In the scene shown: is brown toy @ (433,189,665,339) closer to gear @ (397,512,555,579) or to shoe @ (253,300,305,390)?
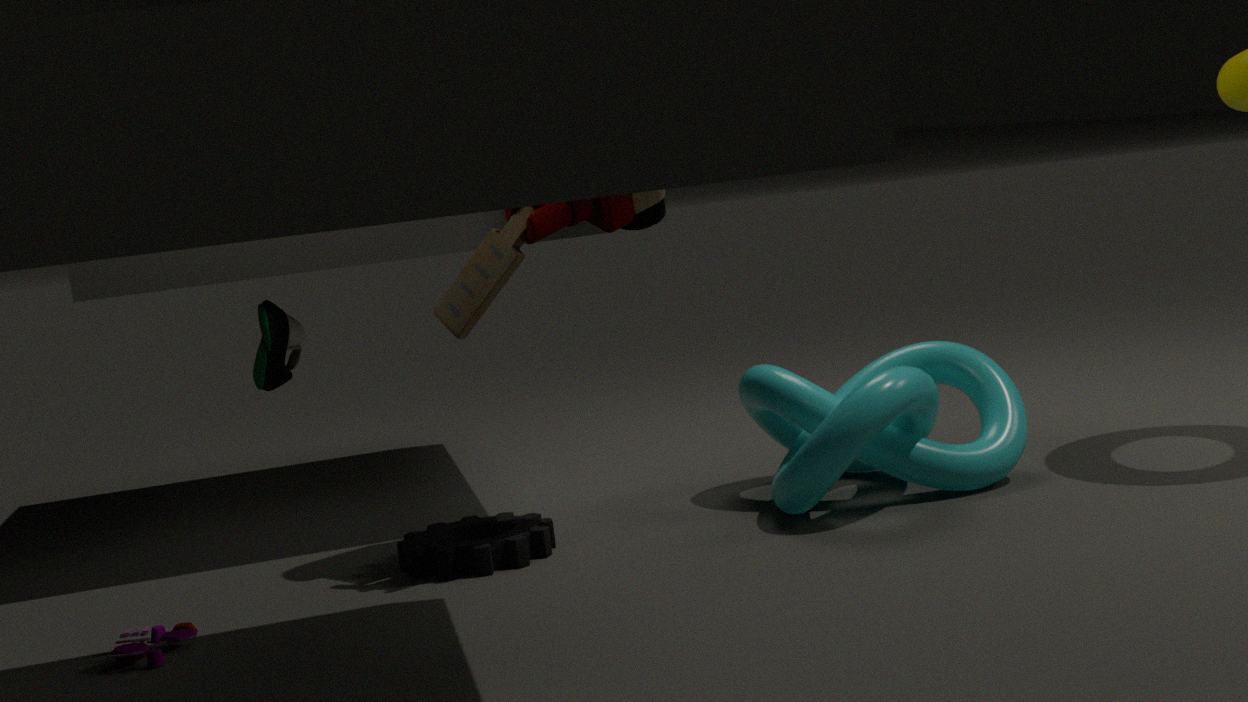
gear @ (397,512,555,579)
